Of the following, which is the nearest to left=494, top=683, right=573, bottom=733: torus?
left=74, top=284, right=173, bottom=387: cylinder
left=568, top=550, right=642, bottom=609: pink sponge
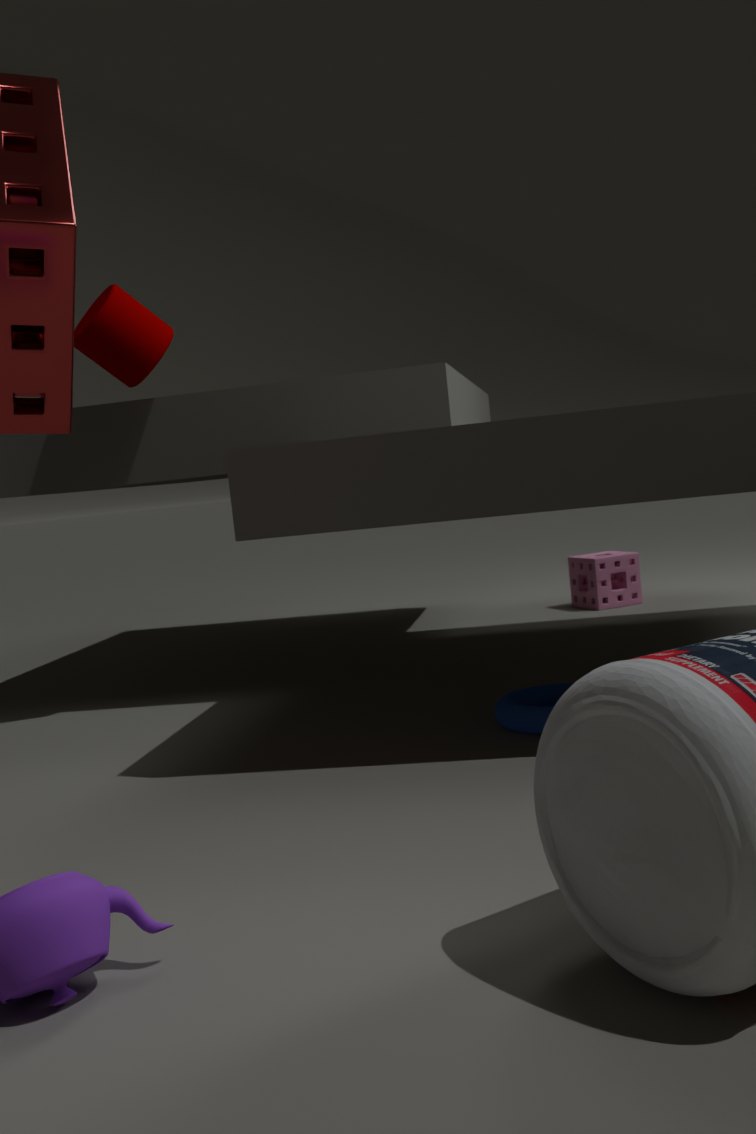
left=74, top=284, right=173, bottom=387: cylinder
